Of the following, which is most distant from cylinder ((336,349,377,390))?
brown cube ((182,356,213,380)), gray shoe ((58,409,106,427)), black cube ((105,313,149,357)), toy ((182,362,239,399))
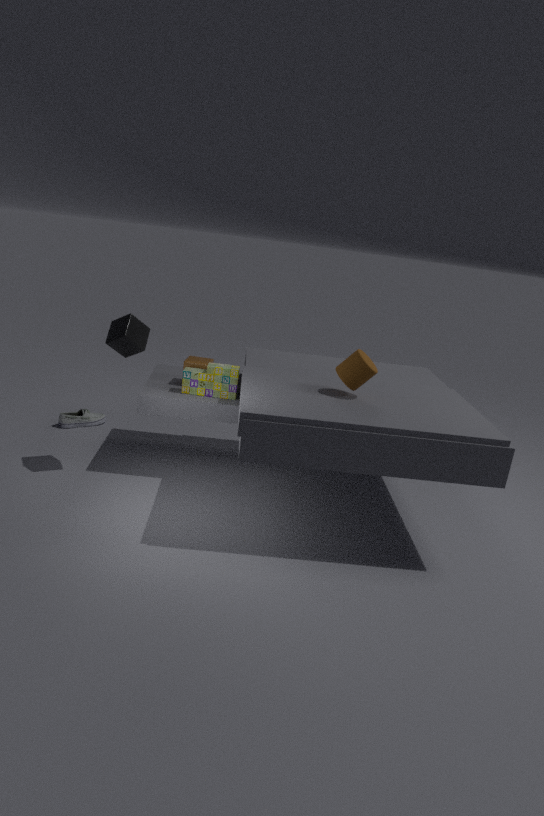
gray shoe ((58,409,106,427))
